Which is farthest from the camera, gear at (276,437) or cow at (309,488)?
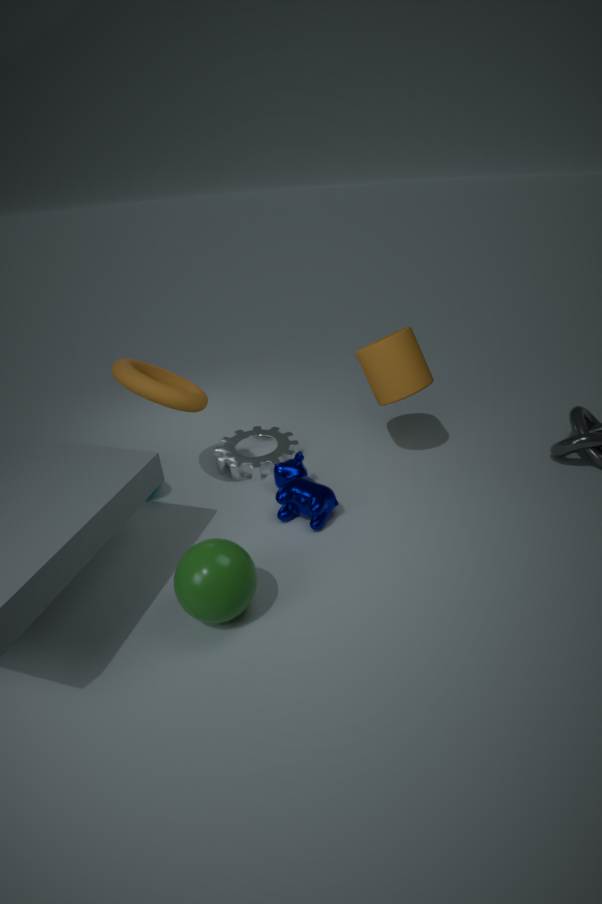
gear at (276,437)
